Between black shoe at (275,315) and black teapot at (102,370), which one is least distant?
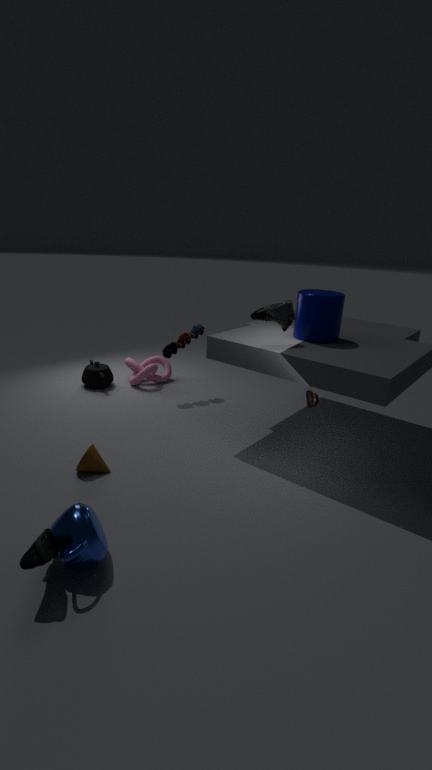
black shoe at (275,315)
